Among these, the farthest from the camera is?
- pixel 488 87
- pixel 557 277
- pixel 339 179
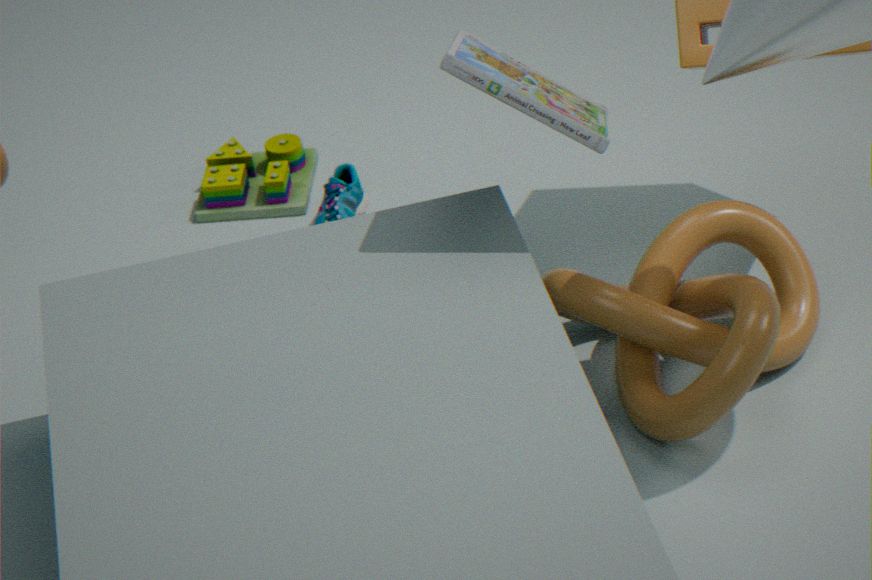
pixel 339 179
